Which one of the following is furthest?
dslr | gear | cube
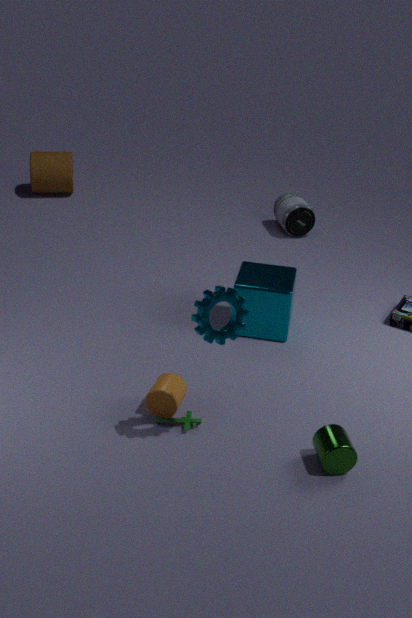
dslr
